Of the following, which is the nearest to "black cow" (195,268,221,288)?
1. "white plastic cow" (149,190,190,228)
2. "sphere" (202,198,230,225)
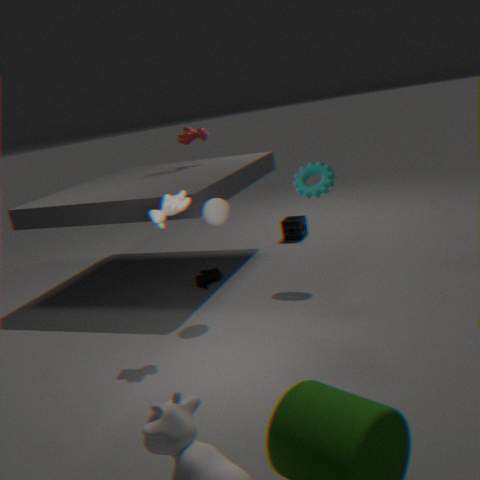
"sphere" (202,198,230,225)
